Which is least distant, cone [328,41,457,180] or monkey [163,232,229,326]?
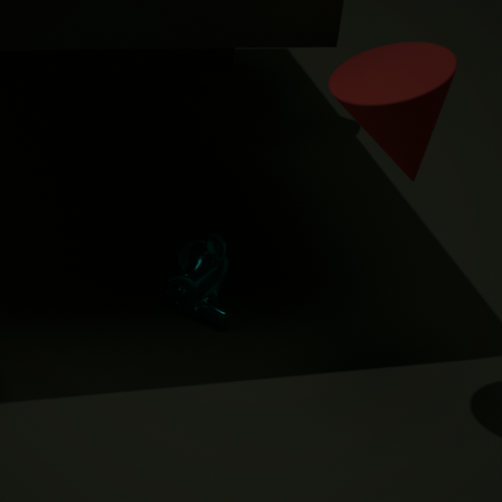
cone [328,41,457,180]
